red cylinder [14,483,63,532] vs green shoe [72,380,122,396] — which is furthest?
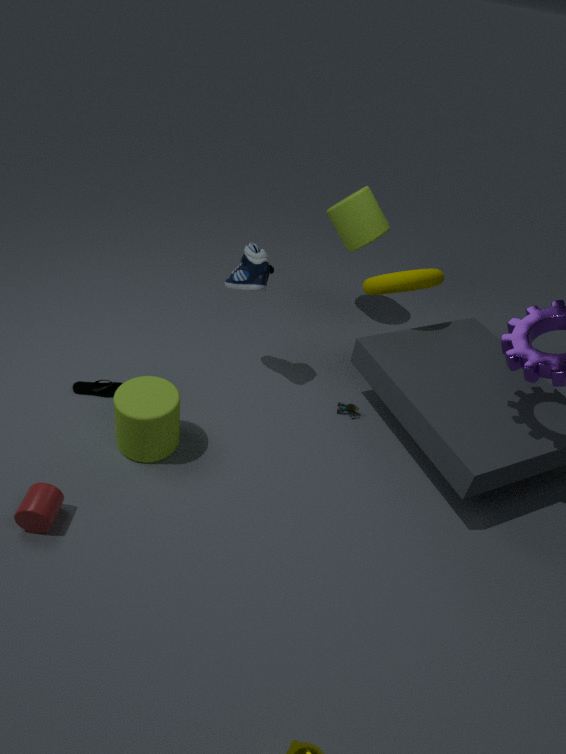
green shoe [72,380,122,396]
